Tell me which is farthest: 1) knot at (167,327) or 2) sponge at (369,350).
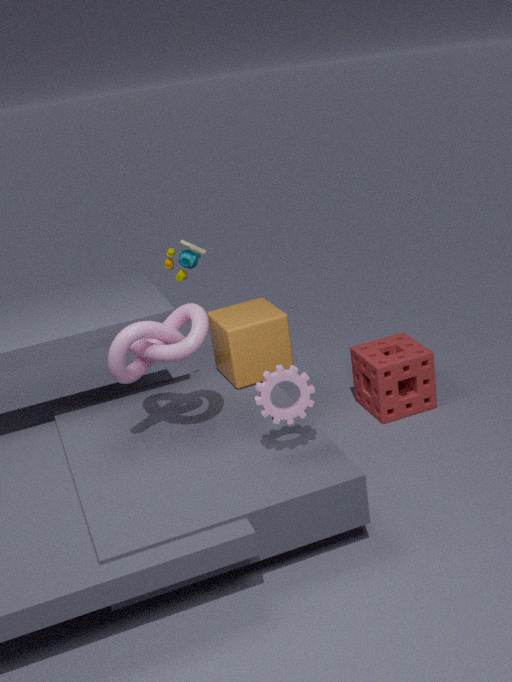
2. sponge at (369,350)
